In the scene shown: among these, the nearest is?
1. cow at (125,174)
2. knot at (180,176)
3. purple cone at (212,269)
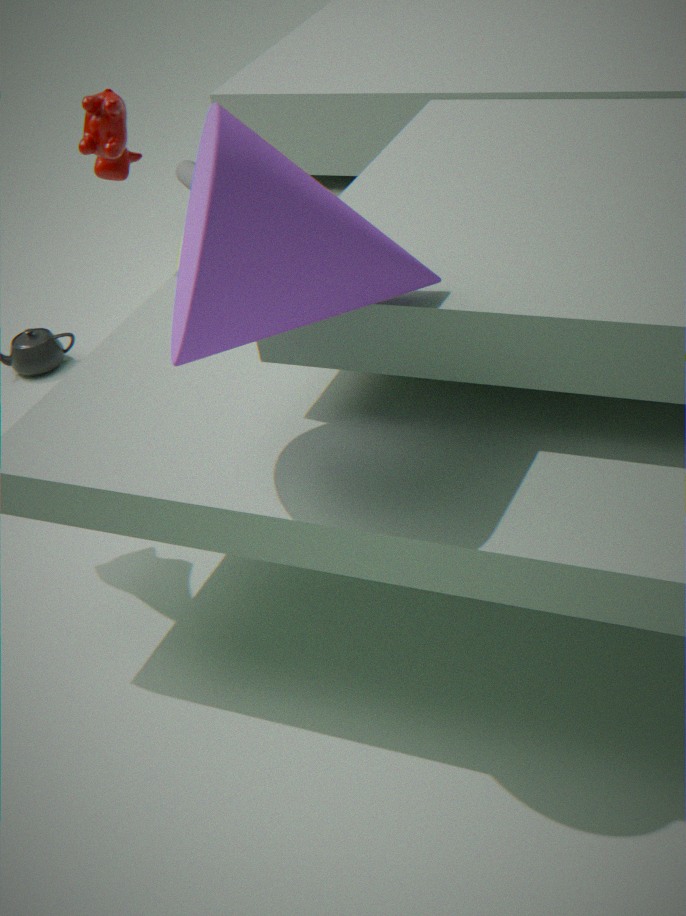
purple cone at (212,269)
